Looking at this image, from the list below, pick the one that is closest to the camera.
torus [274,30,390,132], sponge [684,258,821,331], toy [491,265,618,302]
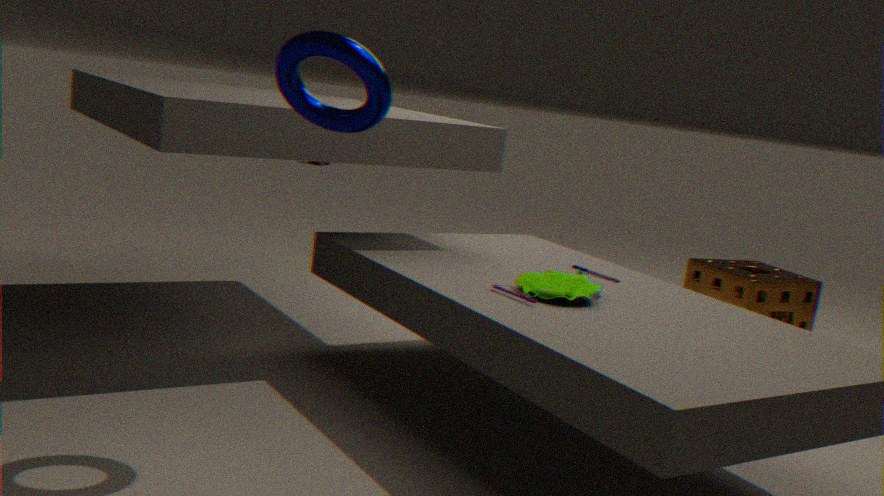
torus [274,30,390,132]
